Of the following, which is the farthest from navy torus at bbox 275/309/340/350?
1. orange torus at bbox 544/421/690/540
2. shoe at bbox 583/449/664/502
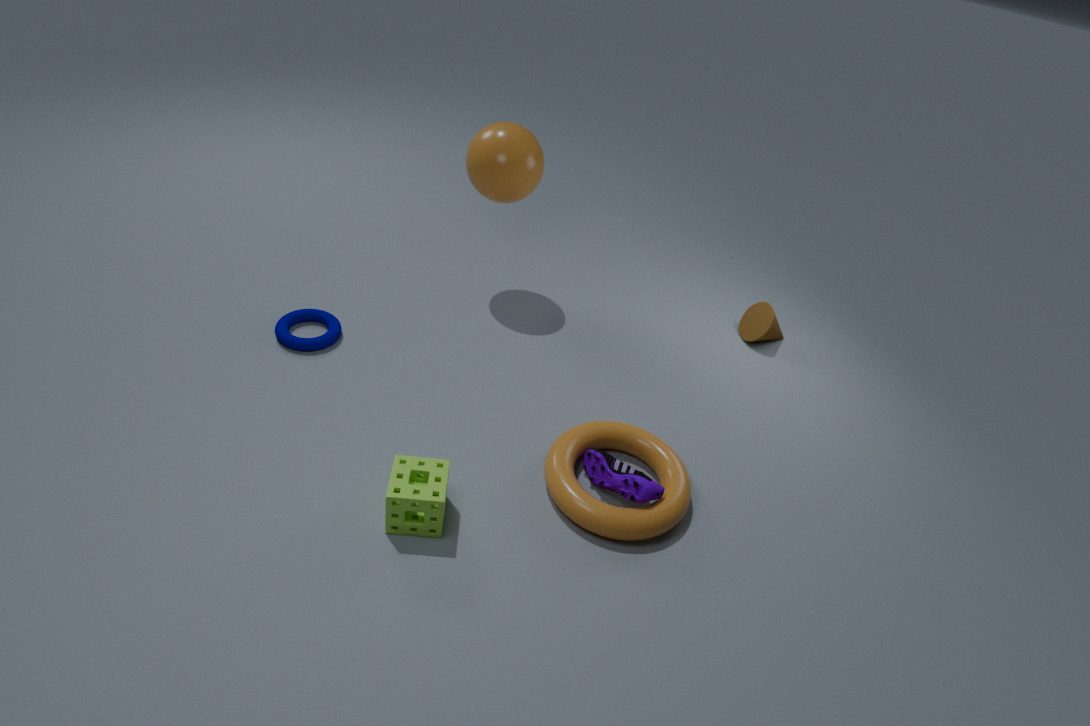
shoe at bbox 583/449/664/502
